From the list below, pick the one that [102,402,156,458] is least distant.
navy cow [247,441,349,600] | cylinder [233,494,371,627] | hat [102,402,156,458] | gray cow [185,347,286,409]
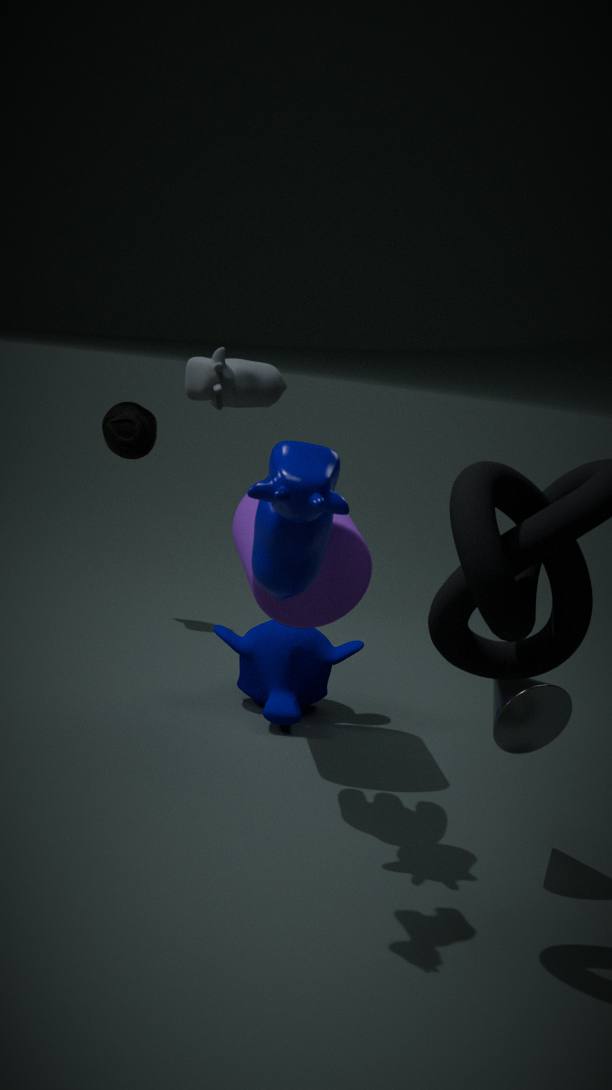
gray cow [185,347,286,409]
